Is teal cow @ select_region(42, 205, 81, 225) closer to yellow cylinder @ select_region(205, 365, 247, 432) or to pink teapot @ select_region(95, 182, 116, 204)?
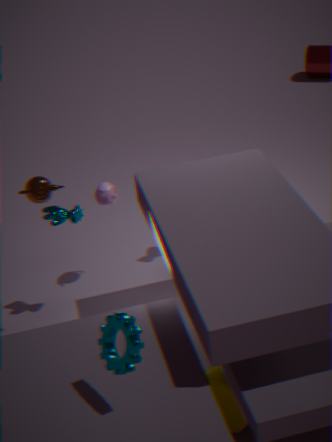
pink teapot @ select_region(95, 182, 116, 204)
